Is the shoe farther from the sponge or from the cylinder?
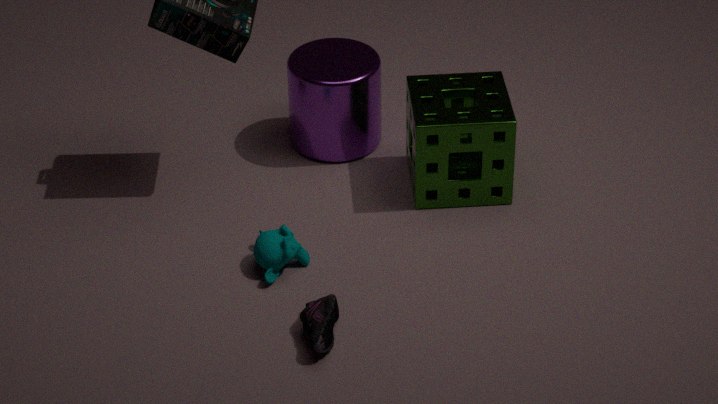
the cylinder
